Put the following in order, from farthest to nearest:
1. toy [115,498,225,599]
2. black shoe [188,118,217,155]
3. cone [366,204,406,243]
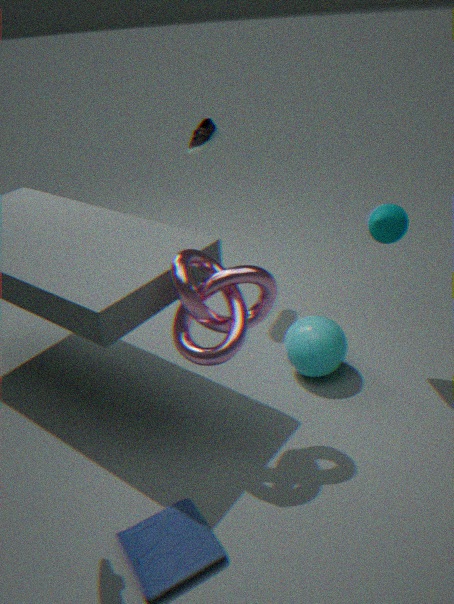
black shoe [188,118,217,155] < cone [366,204,406,243] < toy [115,498,225,599]
